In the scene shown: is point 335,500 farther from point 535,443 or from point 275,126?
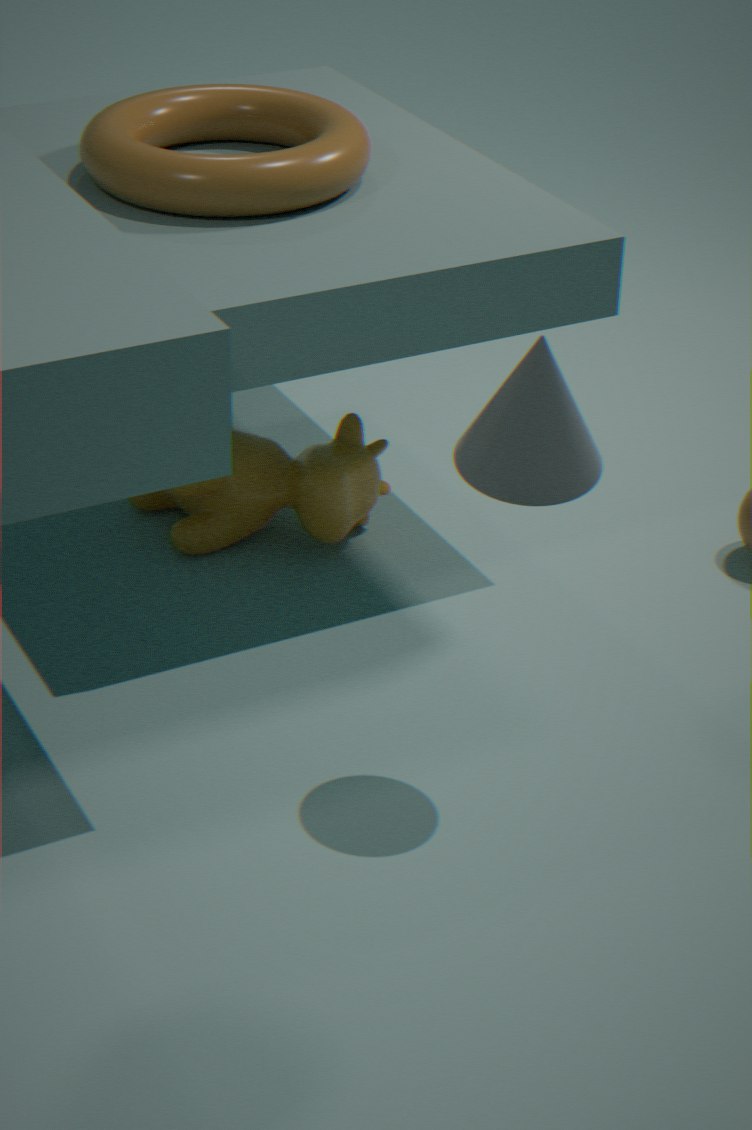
point 535,443
